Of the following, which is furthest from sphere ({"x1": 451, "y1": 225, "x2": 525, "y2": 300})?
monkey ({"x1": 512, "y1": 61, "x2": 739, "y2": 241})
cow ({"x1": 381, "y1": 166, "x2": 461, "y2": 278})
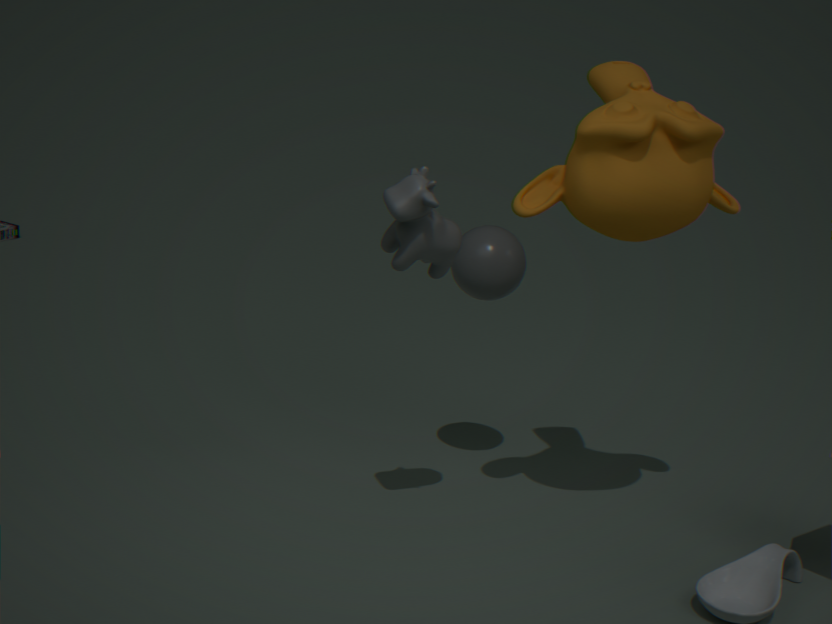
monkey ({"x1": 512, "y1": 61, "x2": 739, "y2": 241})
